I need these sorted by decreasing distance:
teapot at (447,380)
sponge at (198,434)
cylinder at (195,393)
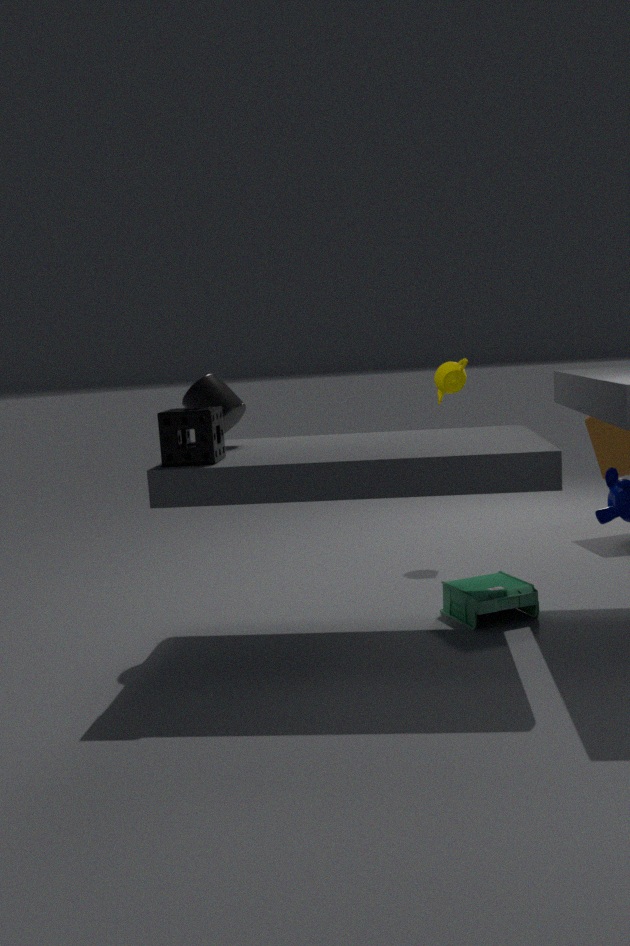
teapot at (447,380)
cylinder at (195,393)
sponge at (198,434)
